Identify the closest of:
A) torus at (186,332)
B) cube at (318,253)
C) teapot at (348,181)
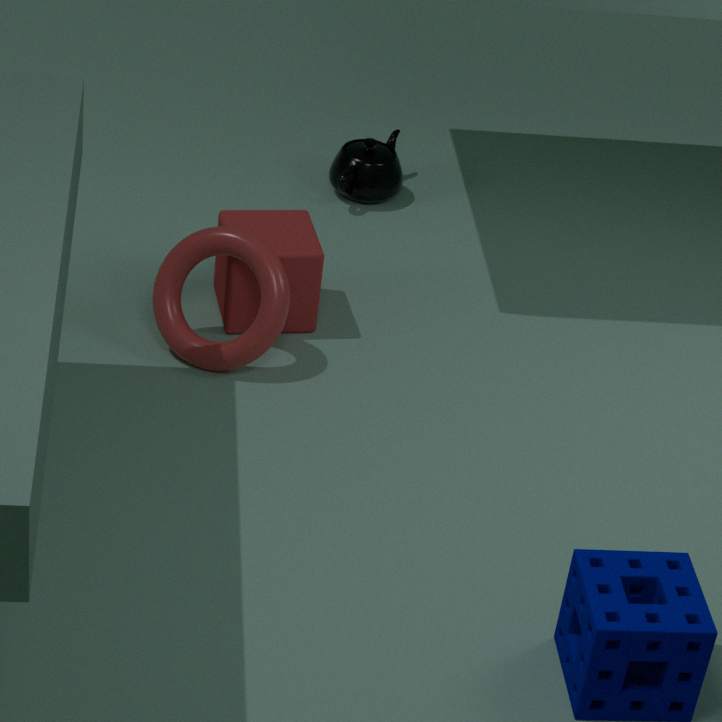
torus at (186,332)
